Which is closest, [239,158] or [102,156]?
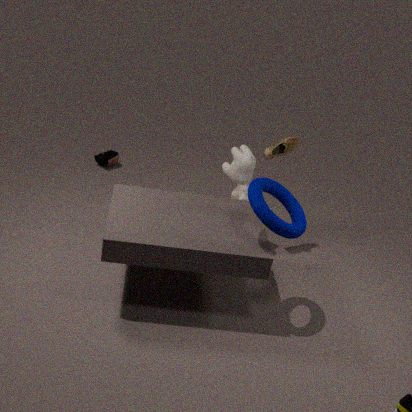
[239,158]
